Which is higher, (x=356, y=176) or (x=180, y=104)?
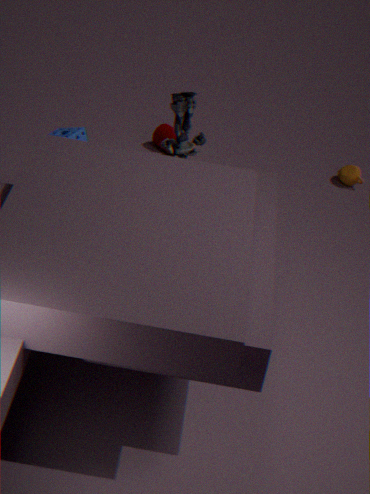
(x=180, y=104)
